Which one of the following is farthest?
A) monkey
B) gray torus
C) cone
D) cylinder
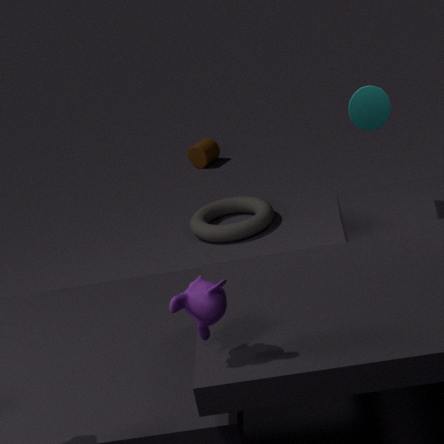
cylinder
